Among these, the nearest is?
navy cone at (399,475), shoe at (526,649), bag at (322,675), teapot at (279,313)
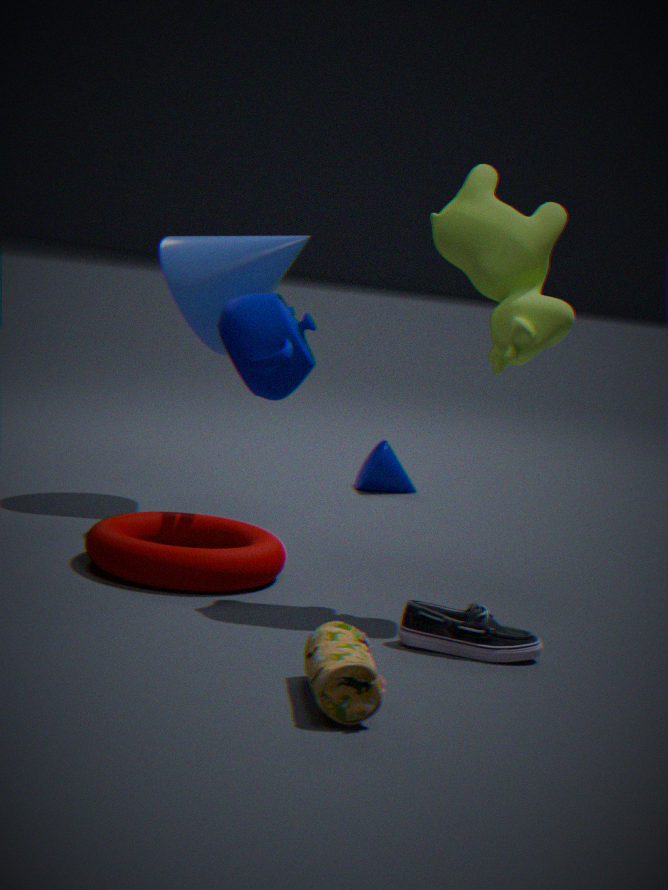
bag at (322,675)
